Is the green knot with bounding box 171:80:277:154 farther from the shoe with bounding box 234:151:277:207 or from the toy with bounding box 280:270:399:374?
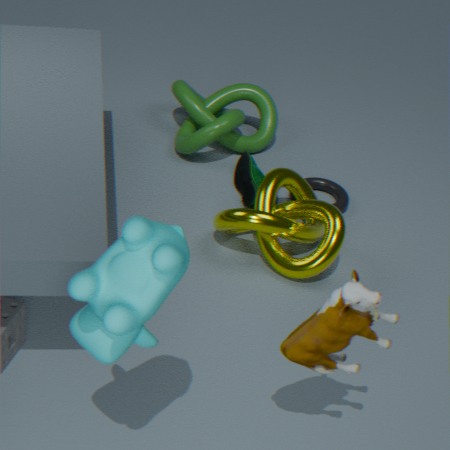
the toy with bounding box 280:270:399:374
